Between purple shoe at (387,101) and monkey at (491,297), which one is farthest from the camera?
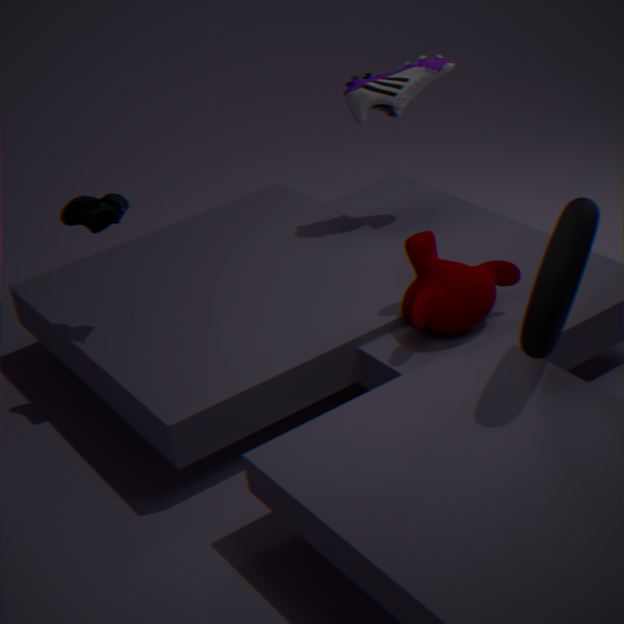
purple shoe at (387,101)
